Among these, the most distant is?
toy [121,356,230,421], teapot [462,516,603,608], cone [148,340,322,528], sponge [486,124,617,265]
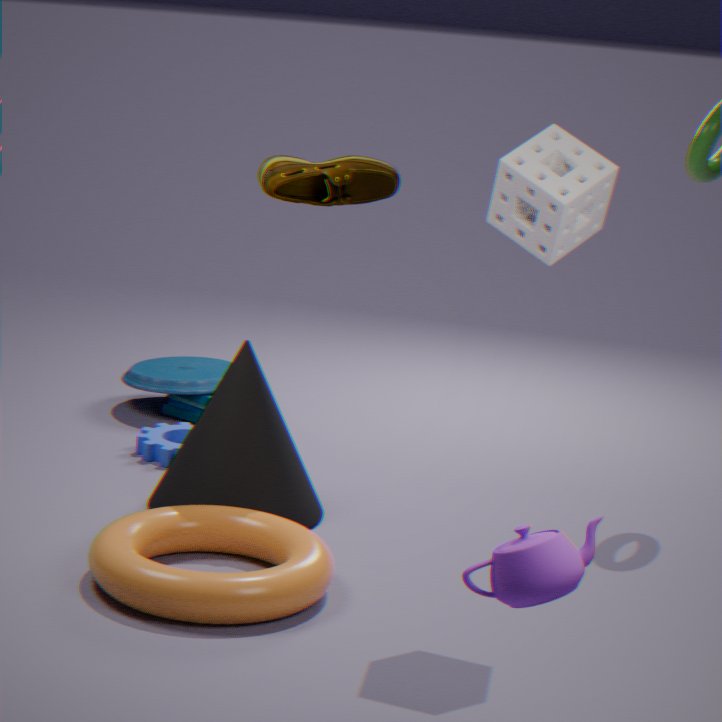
toy [121,356,230,421]
